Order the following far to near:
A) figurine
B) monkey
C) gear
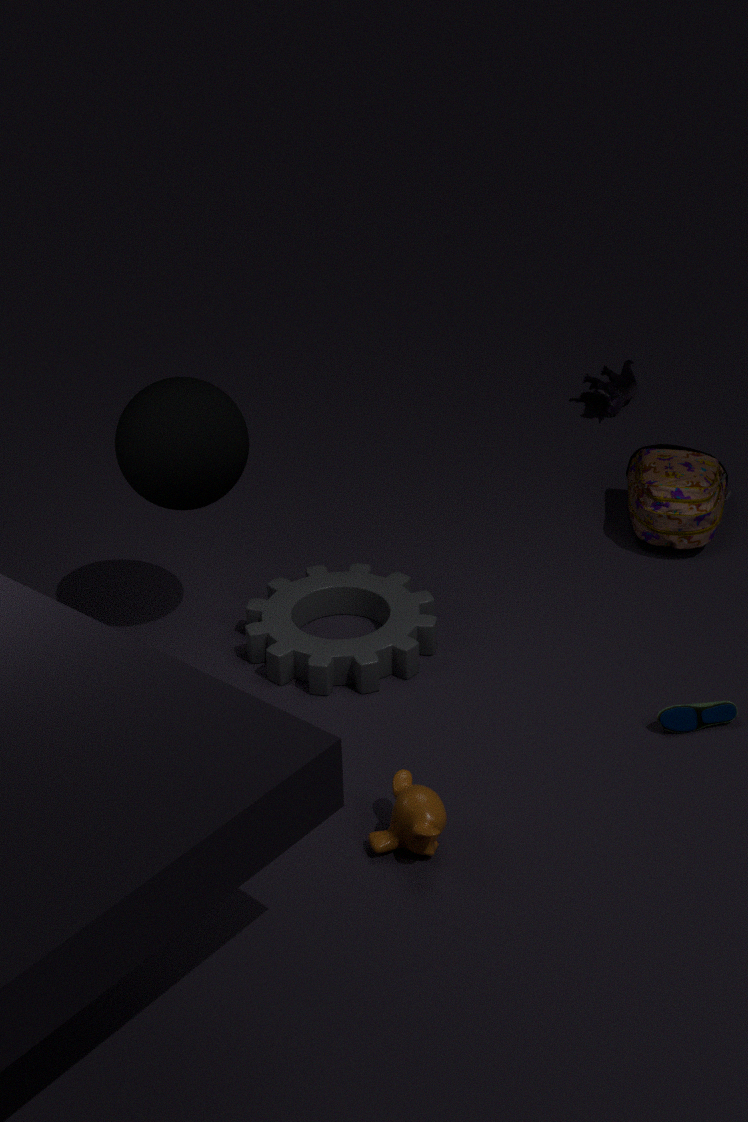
figurine
gear
monkey
